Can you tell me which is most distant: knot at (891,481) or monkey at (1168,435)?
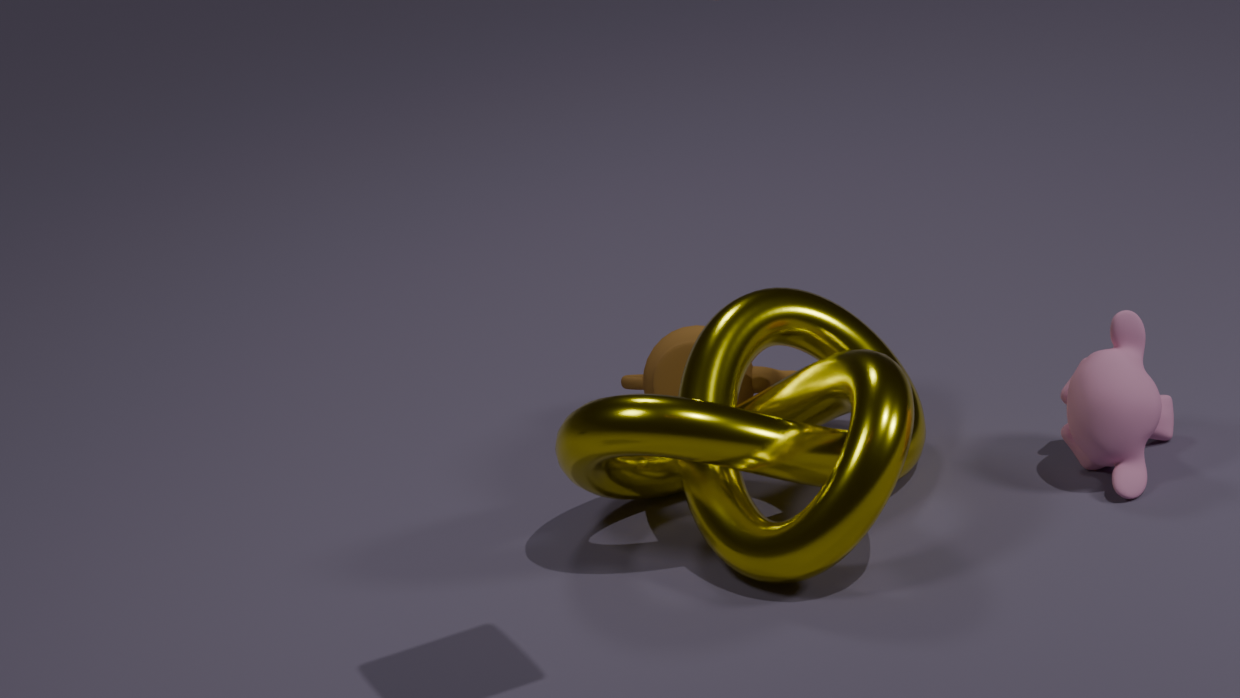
monkey at (1168,435)
